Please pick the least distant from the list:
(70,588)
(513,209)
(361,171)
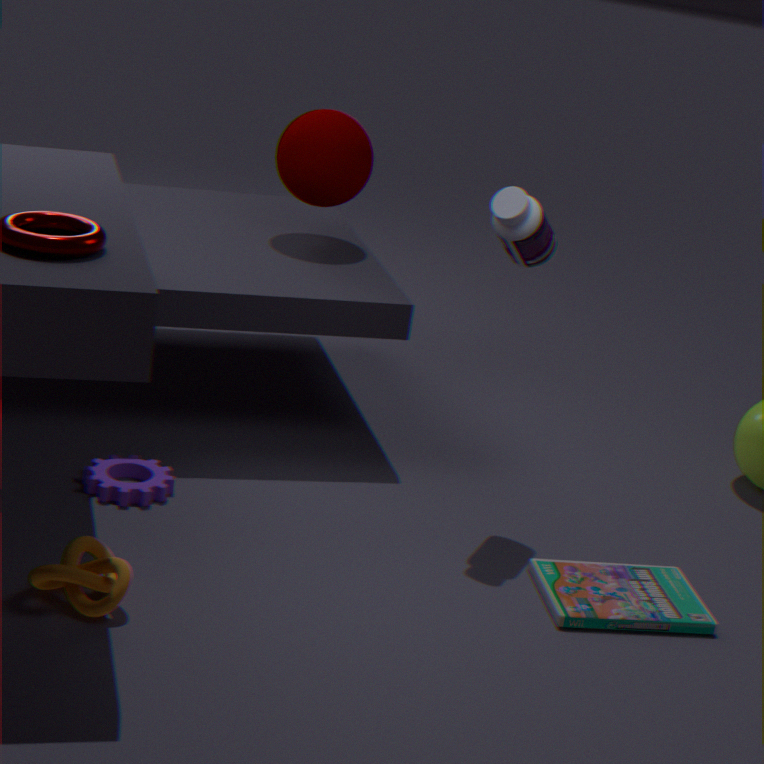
(70,588)
